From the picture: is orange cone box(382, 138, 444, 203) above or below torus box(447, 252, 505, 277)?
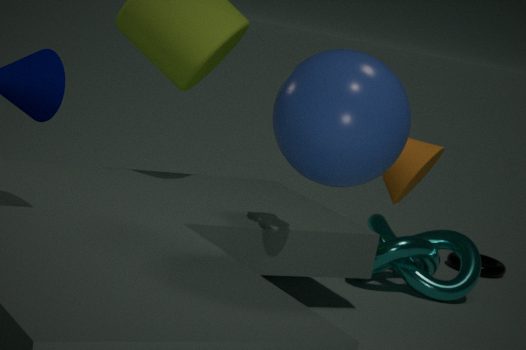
above
